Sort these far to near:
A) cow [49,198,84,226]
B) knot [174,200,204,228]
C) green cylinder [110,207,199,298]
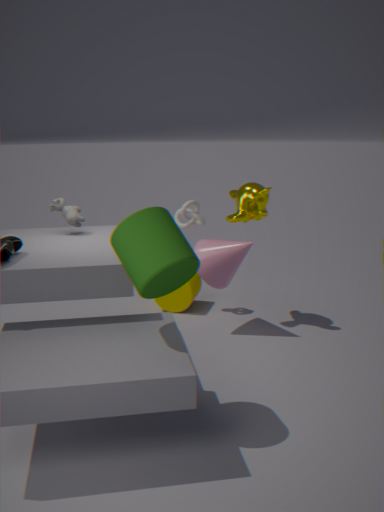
knot [174,200,204,228] → cow [49,198,84,226] → green cylinder [110,207,199,298]
